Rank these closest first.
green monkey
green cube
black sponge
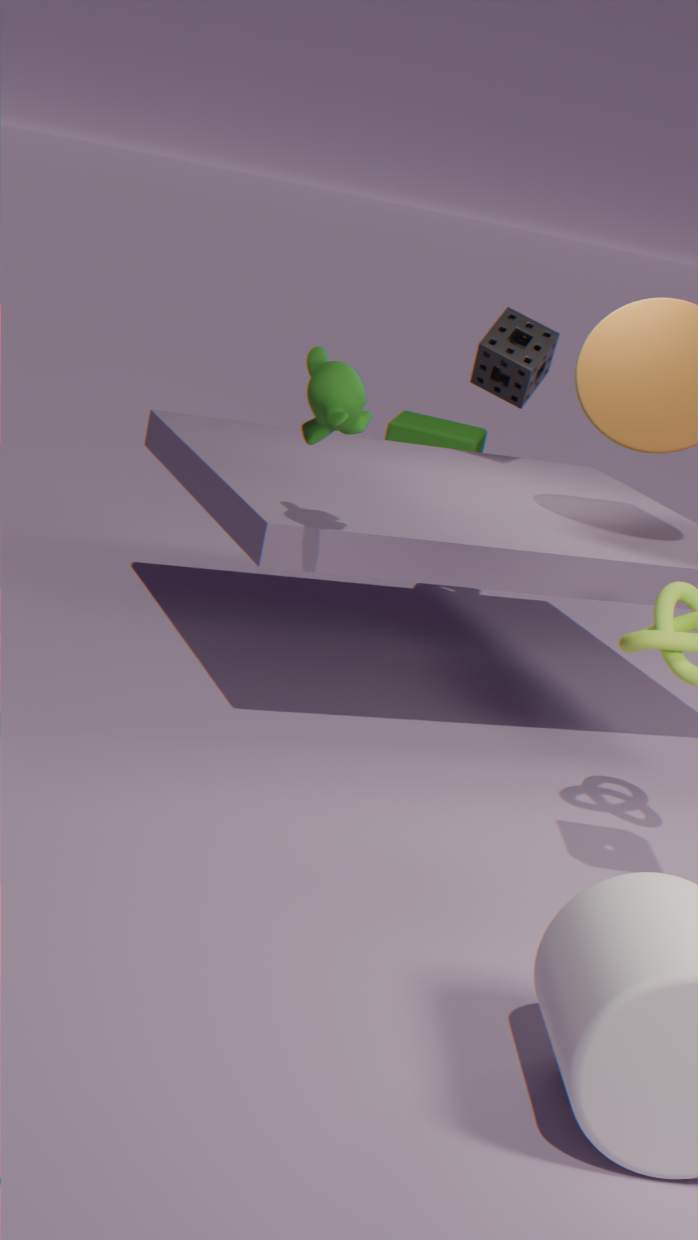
green monkey < black sponge < green cube
